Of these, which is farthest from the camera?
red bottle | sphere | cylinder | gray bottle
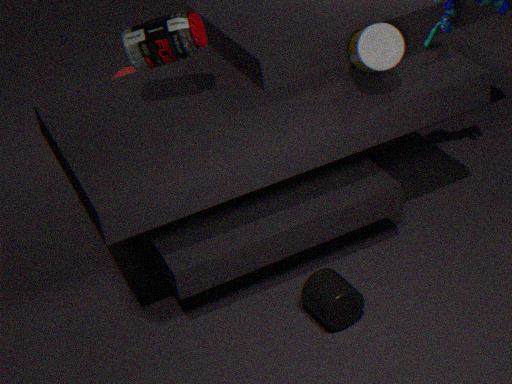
sphere
